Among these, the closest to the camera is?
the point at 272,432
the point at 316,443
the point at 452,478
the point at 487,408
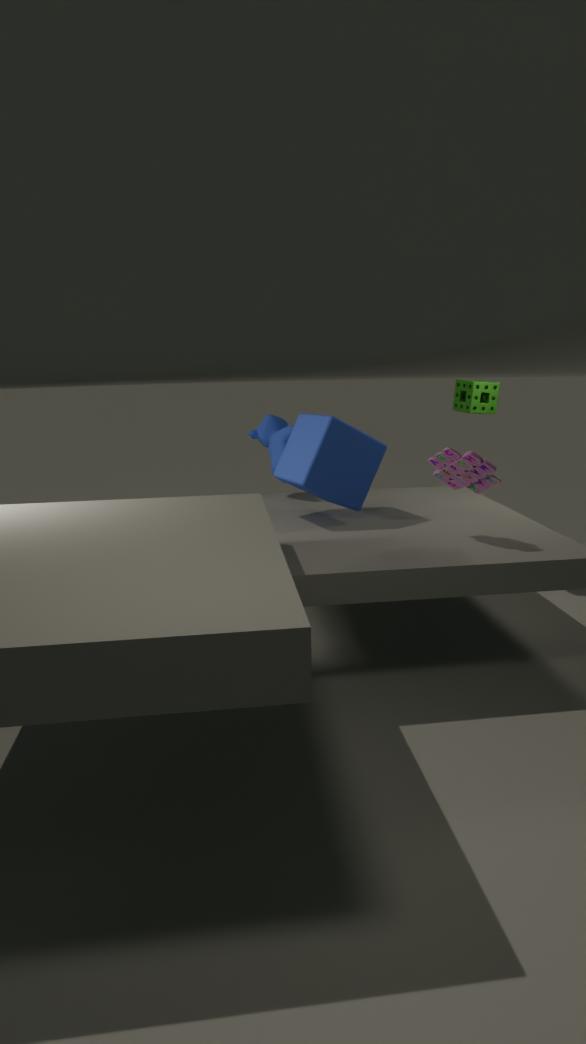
the point at 452,478
